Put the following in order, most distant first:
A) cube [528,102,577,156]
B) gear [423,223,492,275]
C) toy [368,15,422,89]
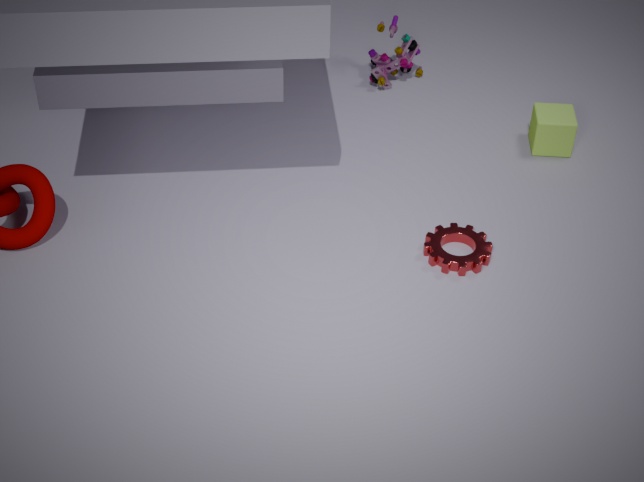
C. toy [368,15,422,89] → A. cube [528,102,577,156] → B. gear [423,223,492,275]
